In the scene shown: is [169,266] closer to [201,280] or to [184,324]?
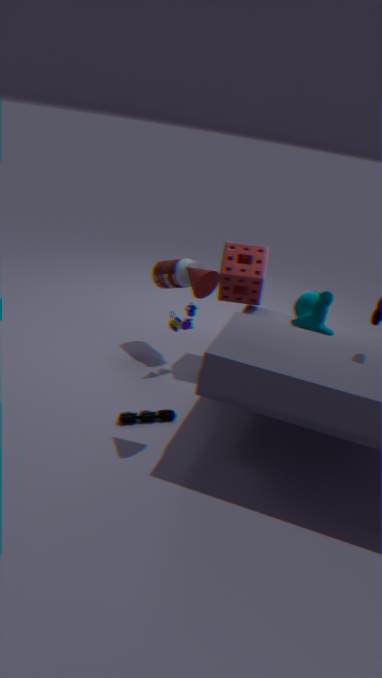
[184,324]
